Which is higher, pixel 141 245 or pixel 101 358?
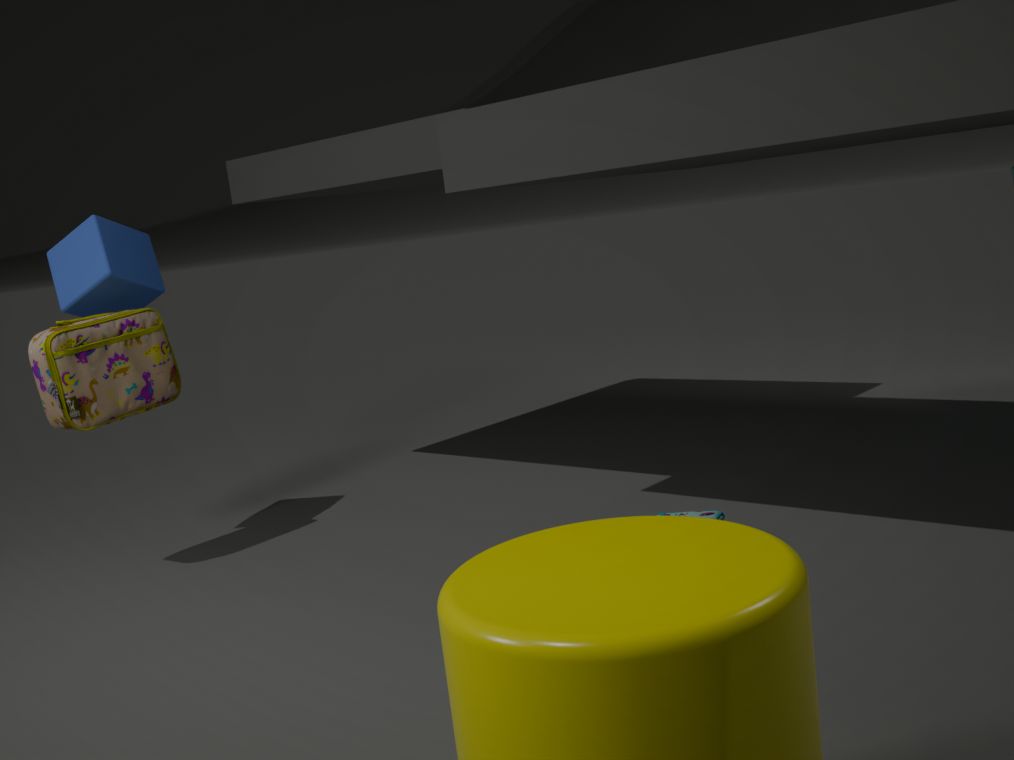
pixel 141 245
